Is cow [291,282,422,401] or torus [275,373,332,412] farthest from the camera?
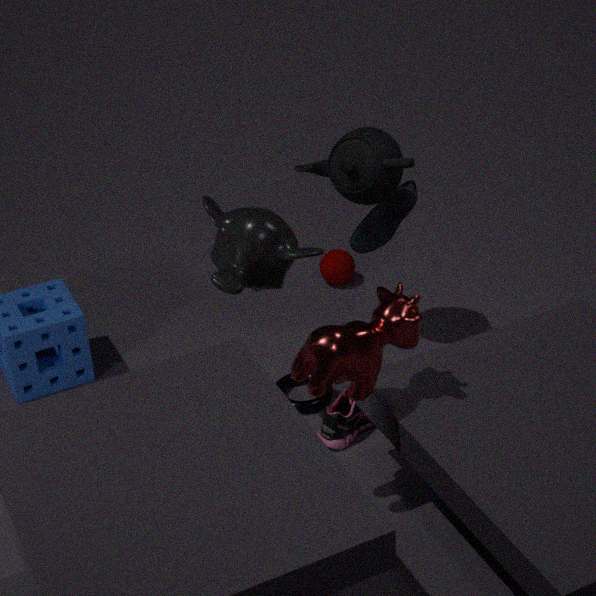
torus [275,373,332,412]
